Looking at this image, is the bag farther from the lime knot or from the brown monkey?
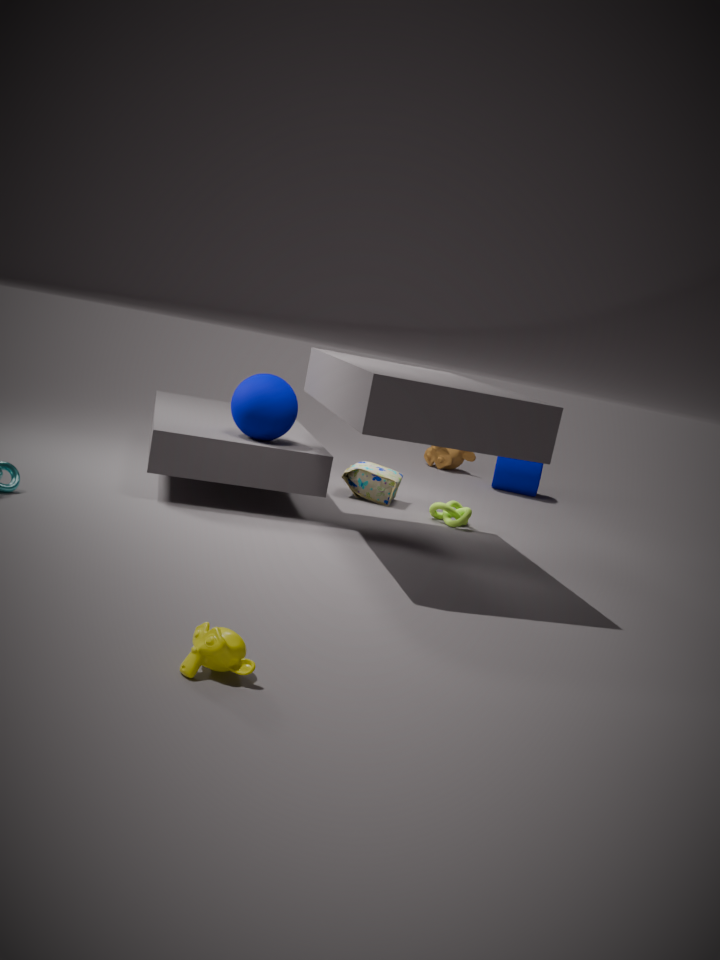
the brown monkey
